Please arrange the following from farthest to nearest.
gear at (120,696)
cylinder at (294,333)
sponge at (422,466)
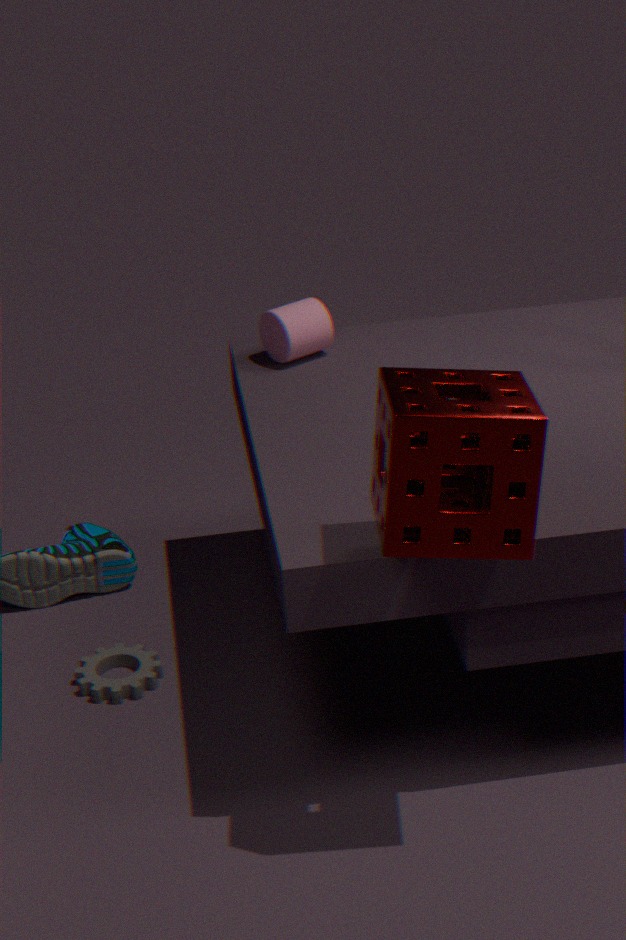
1. cylinder at (294,333)
2. gear at (120,696)
3. sponge at (422,466)
